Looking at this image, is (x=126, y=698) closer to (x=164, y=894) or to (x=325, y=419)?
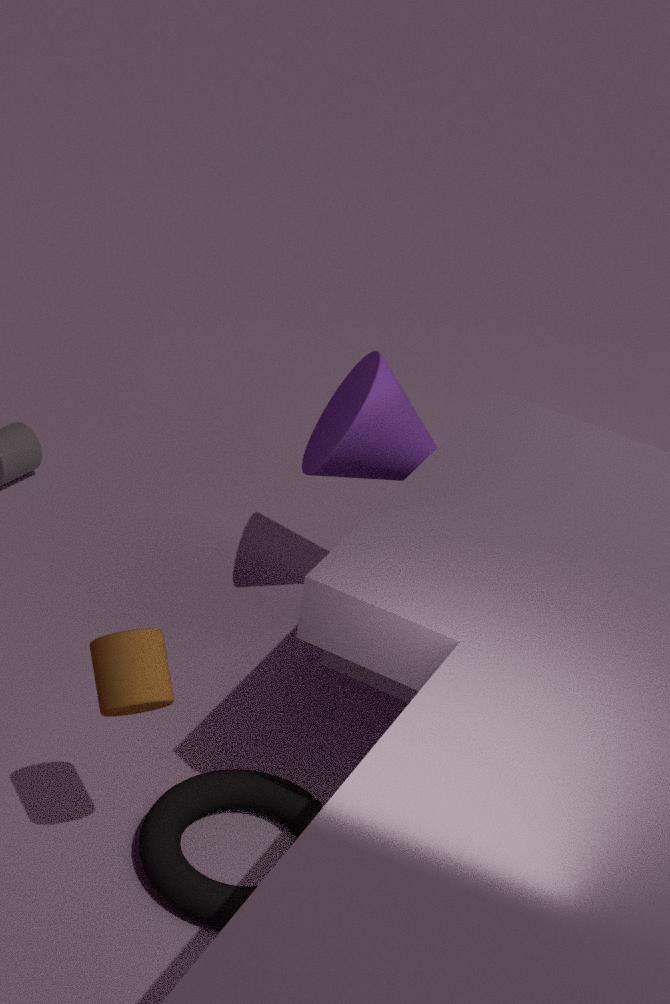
(x=164, y=894)
